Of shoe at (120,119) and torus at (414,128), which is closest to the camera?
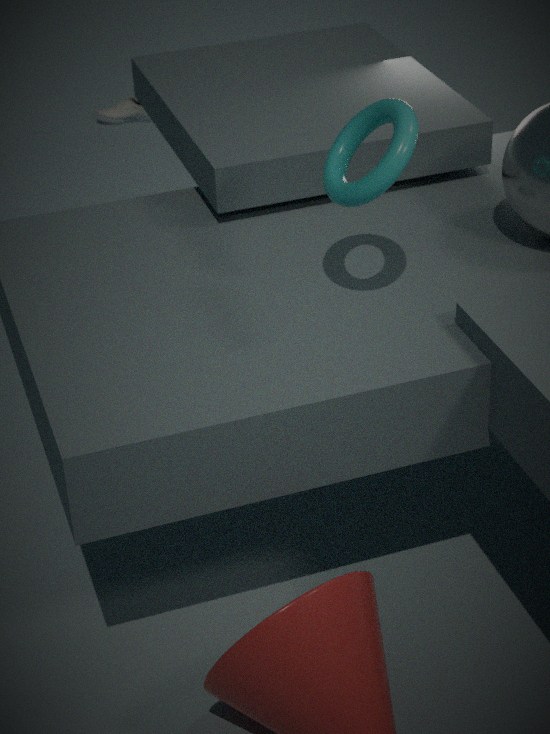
torus at (414,128)
